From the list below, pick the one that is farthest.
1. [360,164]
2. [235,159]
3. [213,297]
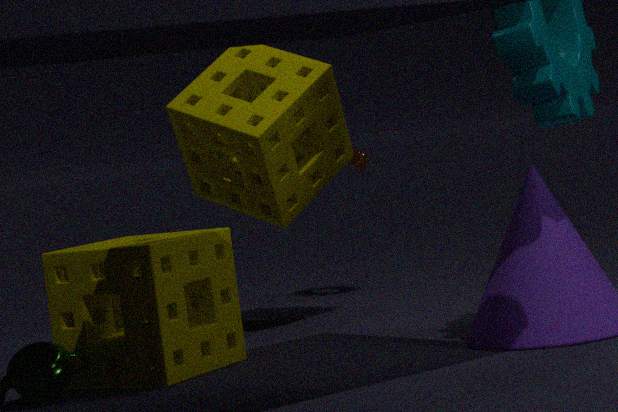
[360,164]
